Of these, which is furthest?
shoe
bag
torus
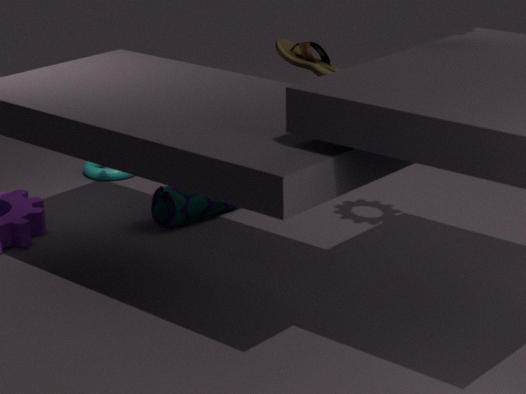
torus
